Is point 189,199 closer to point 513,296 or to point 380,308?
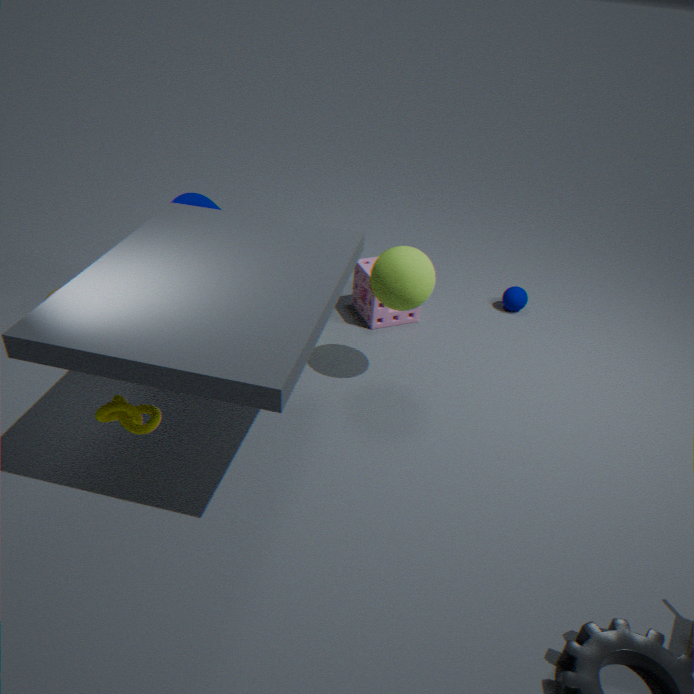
point 380,308
